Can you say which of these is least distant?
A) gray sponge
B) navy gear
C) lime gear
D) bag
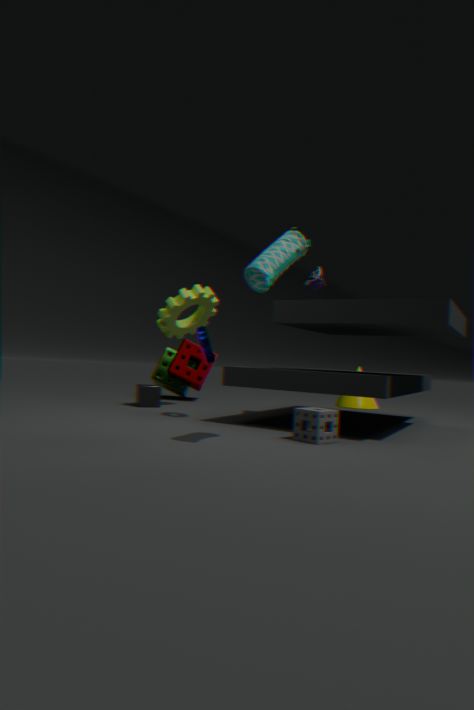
bag
